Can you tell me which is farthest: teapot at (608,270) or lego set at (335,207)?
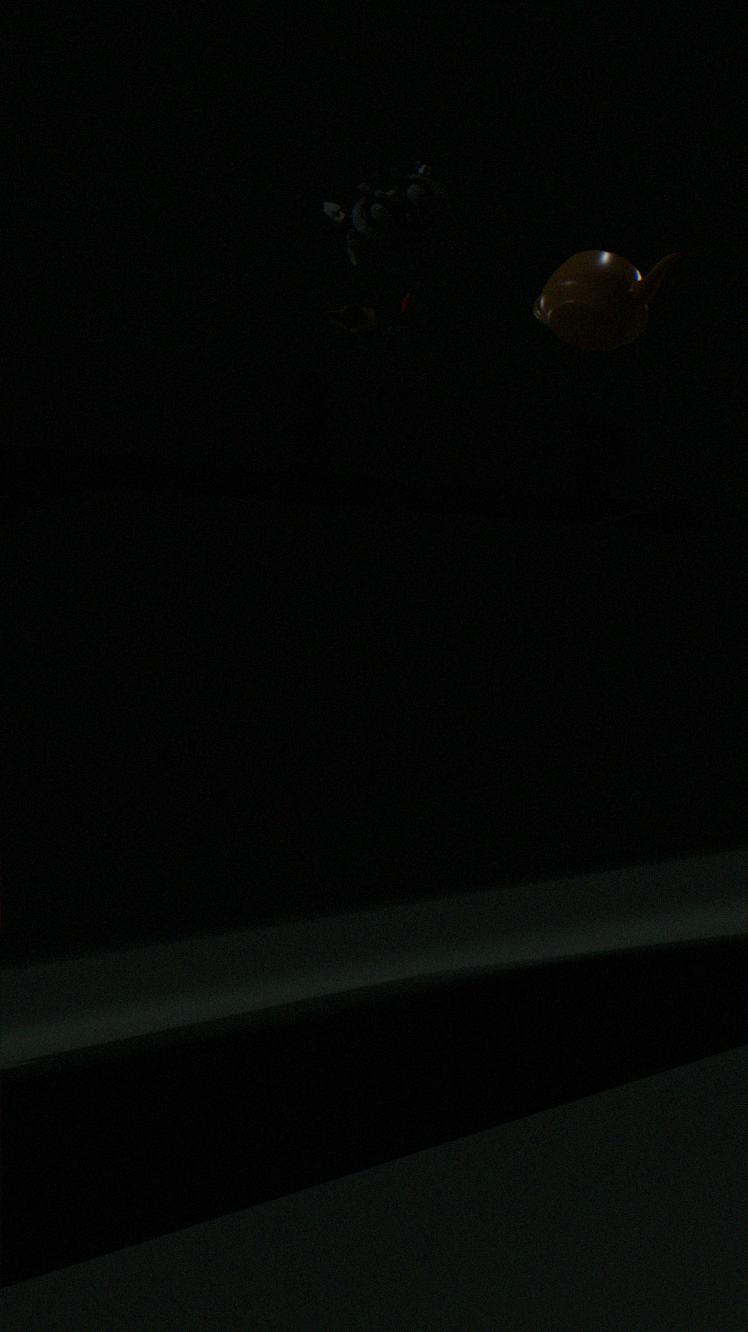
teapot at (608,270)
